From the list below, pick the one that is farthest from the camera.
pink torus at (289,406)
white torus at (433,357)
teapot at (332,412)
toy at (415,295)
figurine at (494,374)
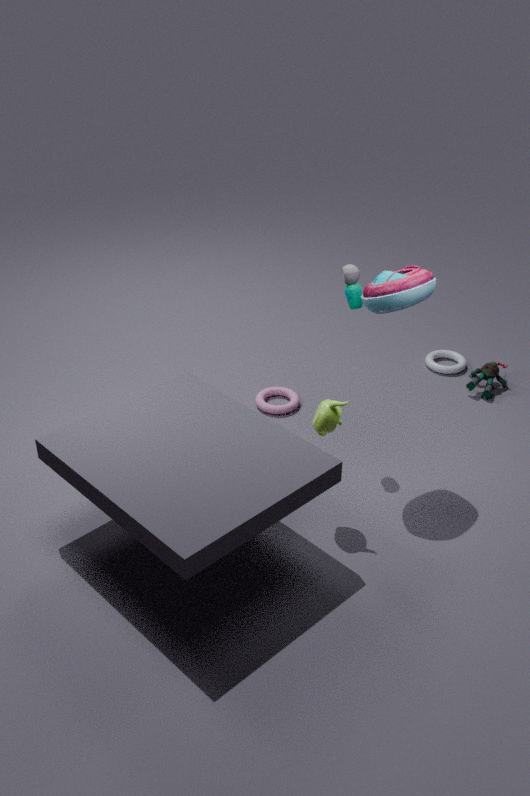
white torus at (433,357)
